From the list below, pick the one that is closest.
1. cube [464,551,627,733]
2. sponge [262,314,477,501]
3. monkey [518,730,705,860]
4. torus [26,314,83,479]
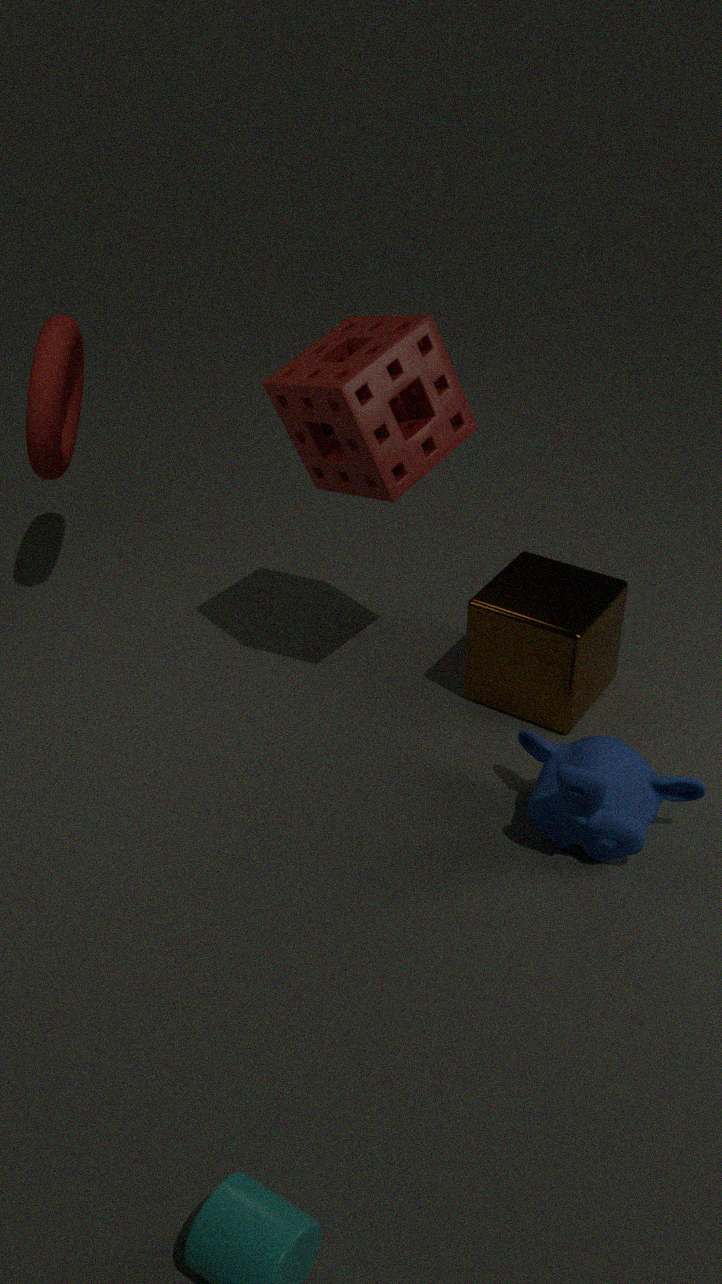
monkey [518,730,705,860]
